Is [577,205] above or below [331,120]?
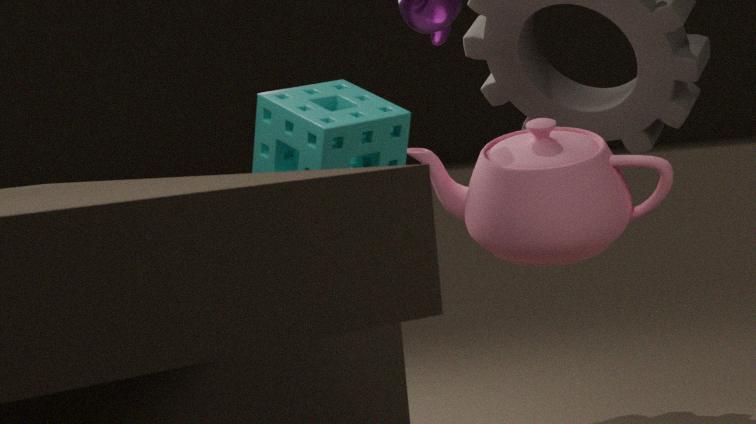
below
